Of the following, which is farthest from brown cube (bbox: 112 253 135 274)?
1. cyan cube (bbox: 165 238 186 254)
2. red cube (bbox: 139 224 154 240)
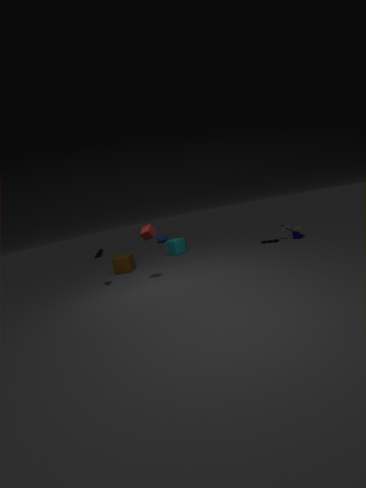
red cube (bbox: 139 224 154 240)
